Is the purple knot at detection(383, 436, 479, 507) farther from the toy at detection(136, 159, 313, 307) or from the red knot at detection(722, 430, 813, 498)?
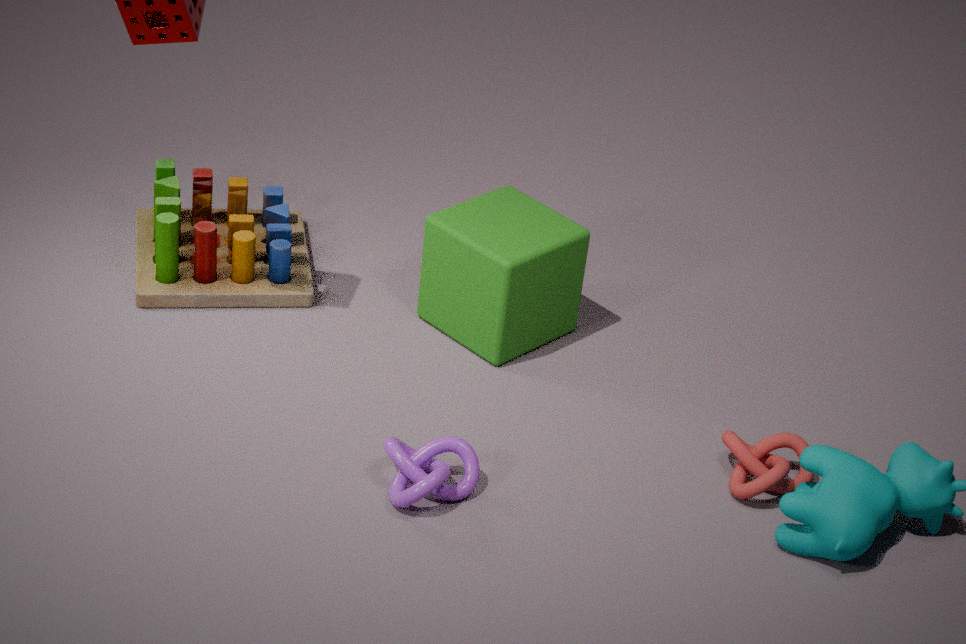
the toy at detection(136, 159, 313, 307)
